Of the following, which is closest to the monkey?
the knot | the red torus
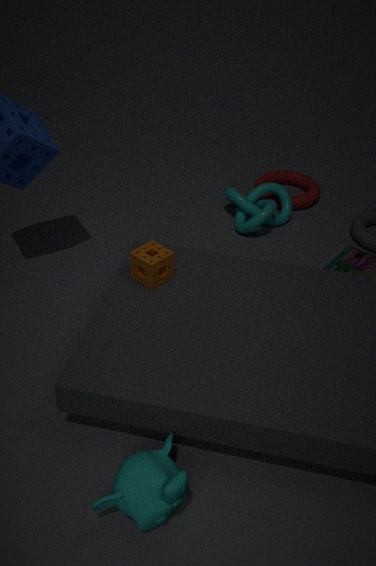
the knot
